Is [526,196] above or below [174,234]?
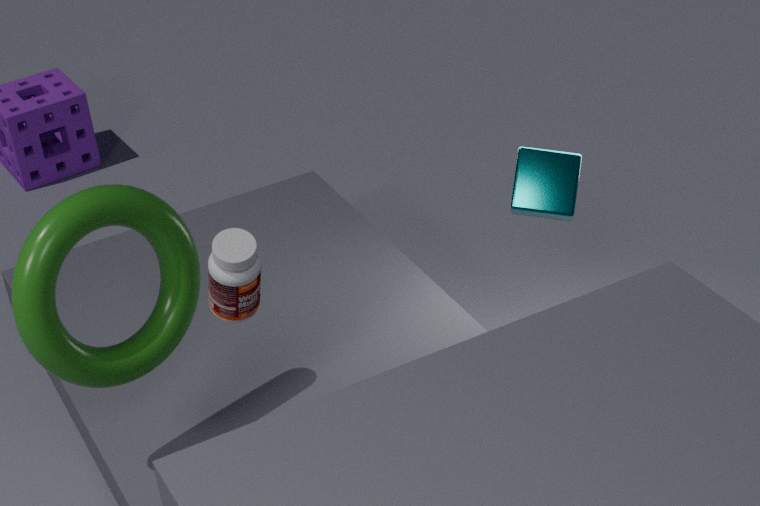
below
